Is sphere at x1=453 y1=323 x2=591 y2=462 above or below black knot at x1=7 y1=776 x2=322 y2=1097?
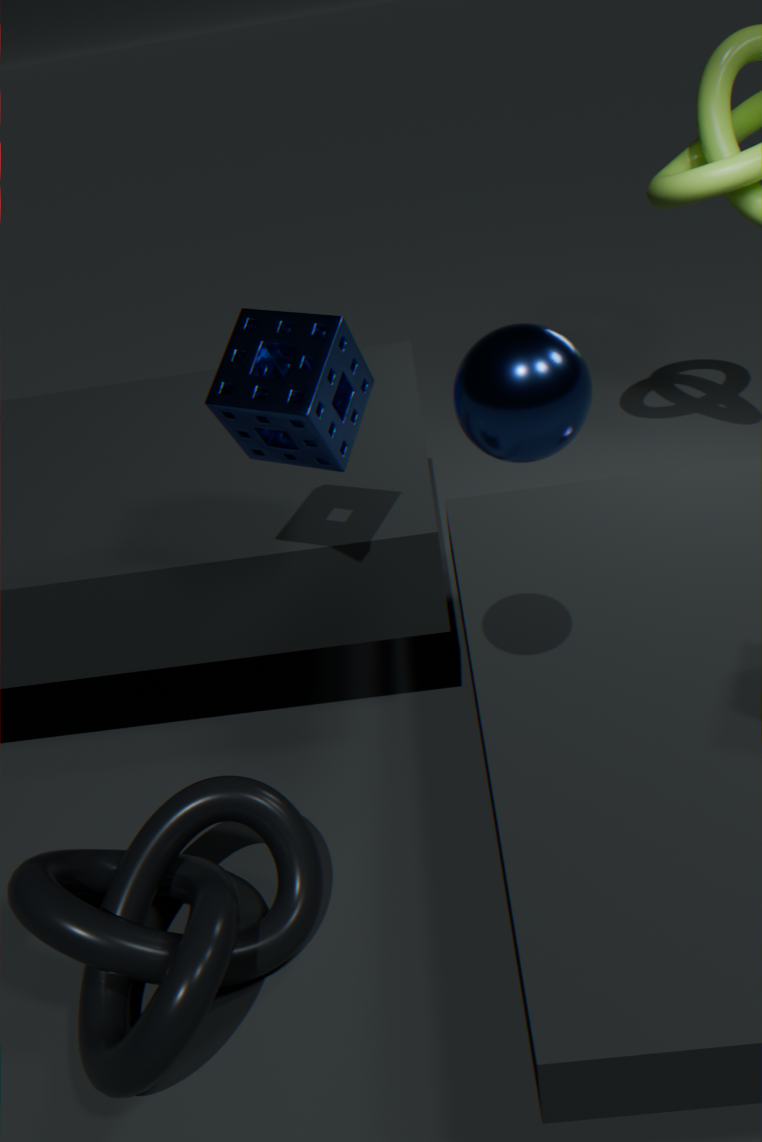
above
